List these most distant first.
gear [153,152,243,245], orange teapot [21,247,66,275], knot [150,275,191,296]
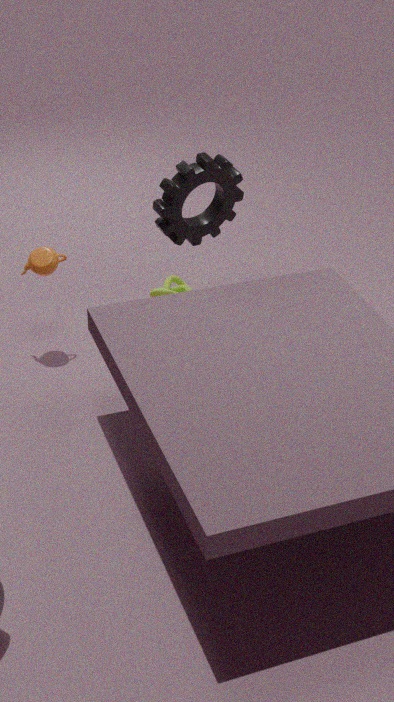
knot [150,275,191,296], gear [153,152,243,245], orange teapot [21,247,66,275]
